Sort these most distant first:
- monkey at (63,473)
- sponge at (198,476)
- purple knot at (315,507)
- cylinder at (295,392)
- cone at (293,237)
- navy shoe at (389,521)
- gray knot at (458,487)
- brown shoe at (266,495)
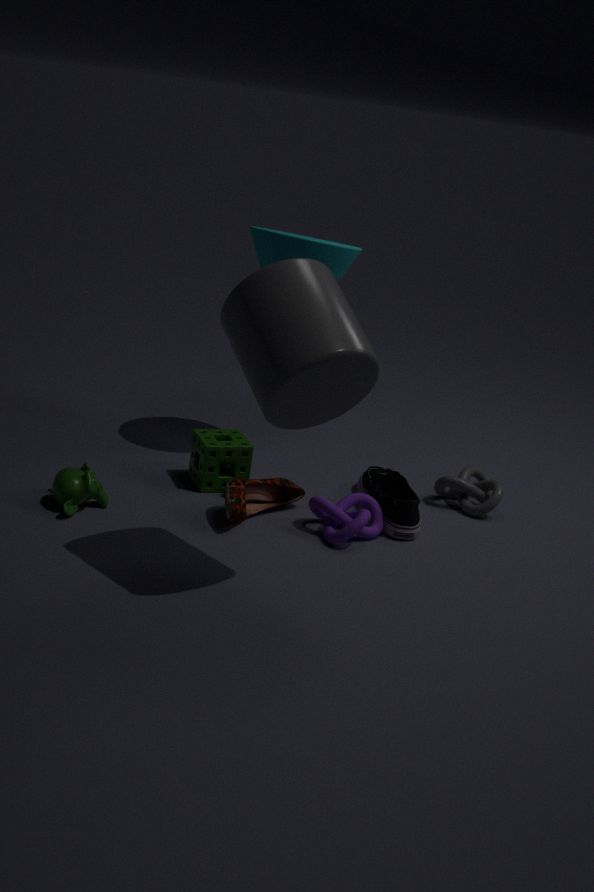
gray knot at (458,487)
cone at (293,237)
sponge at (198,476)
navy shoe at (389,521)
brown shoe at (266,495)
purple knot at (315,507)
monkey at (63,473)
cylinder at (295,392)
